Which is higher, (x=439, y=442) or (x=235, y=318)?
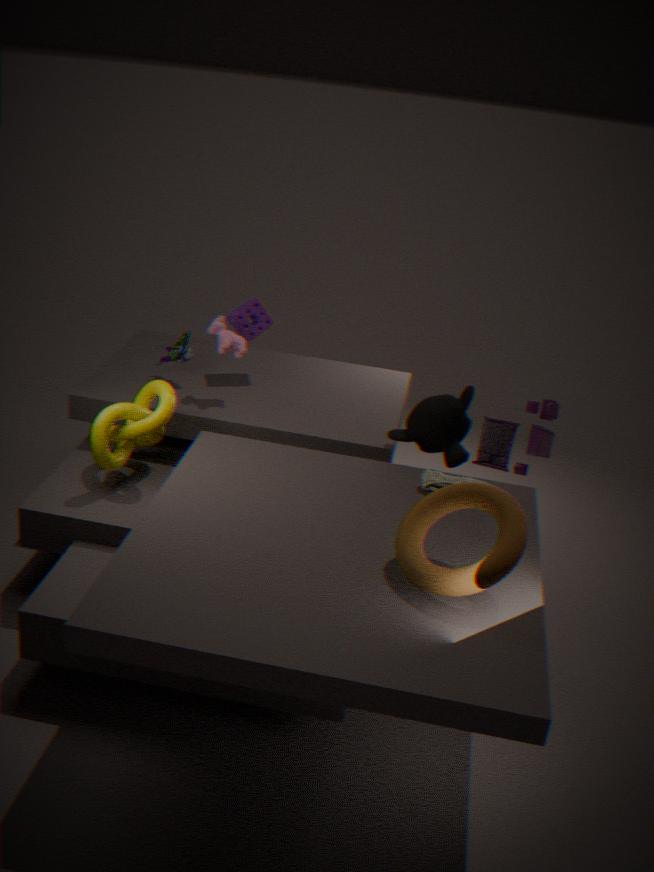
(x=235, y=318)
